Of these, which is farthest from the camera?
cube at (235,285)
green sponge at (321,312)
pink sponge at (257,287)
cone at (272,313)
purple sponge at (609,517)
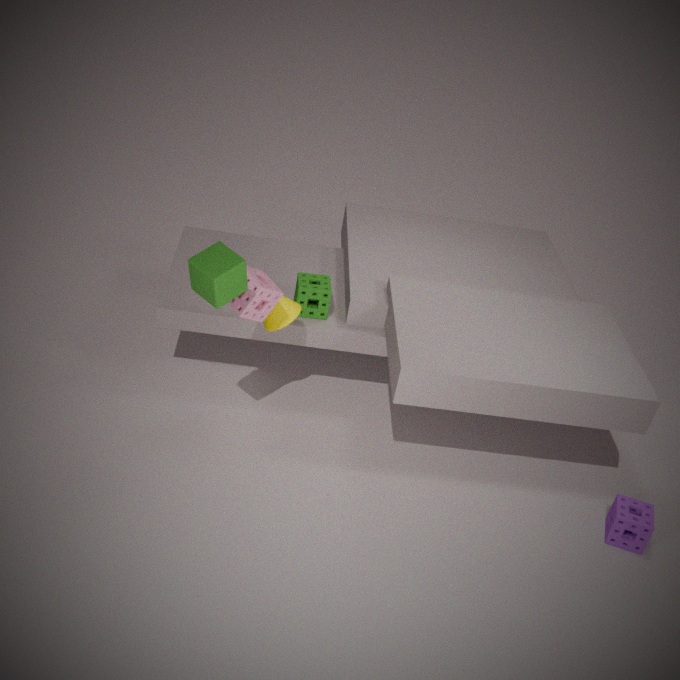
green sponge at (321,312)
